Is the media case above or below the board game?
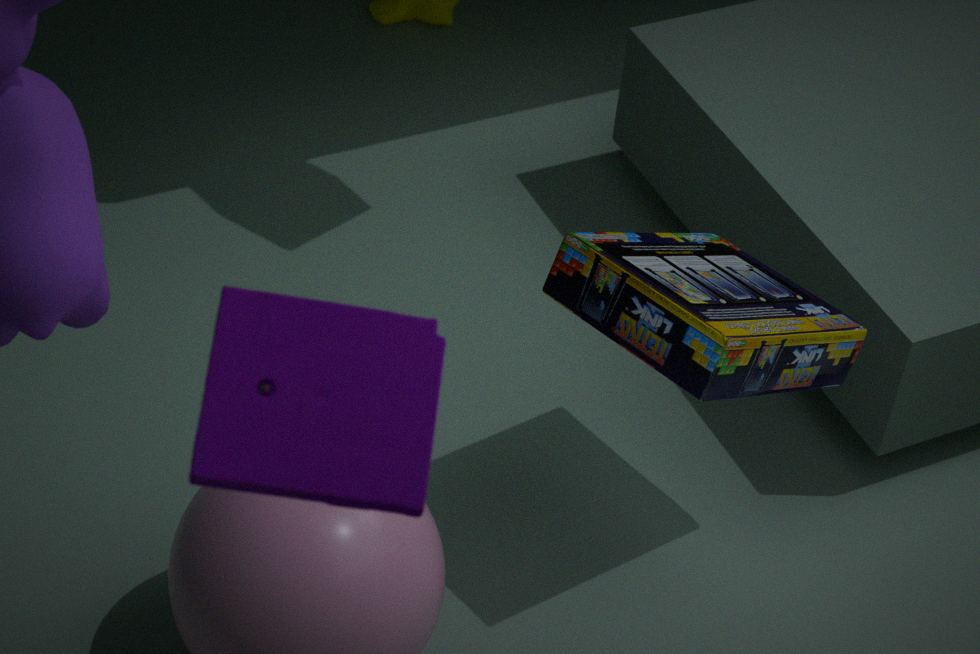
above
